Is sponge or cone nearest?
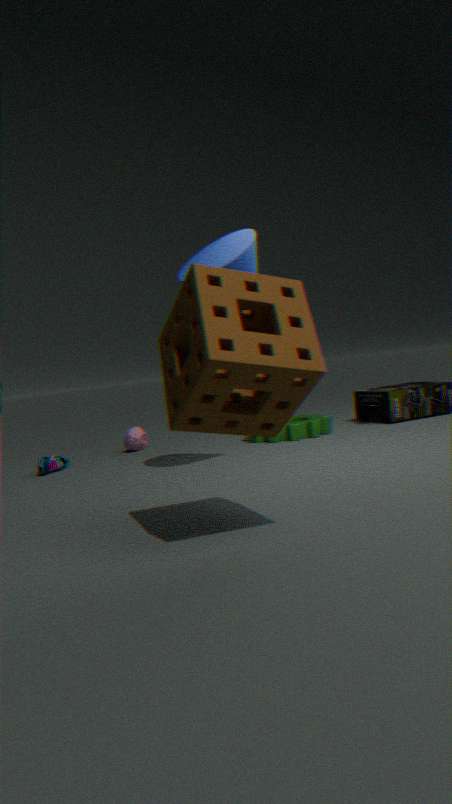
sponge
